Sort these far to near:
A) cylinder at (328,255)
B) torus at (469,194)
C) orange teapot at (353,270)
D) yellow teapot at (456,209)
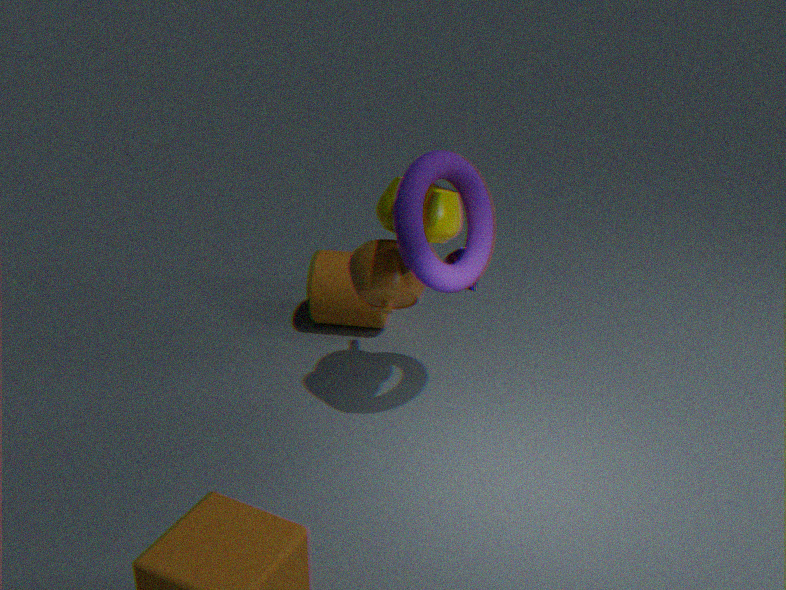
A. cylinder at (328,255), C. orange teapot at (353,270), D. yellow teapot at (456,209), B. torus at (469,194)
